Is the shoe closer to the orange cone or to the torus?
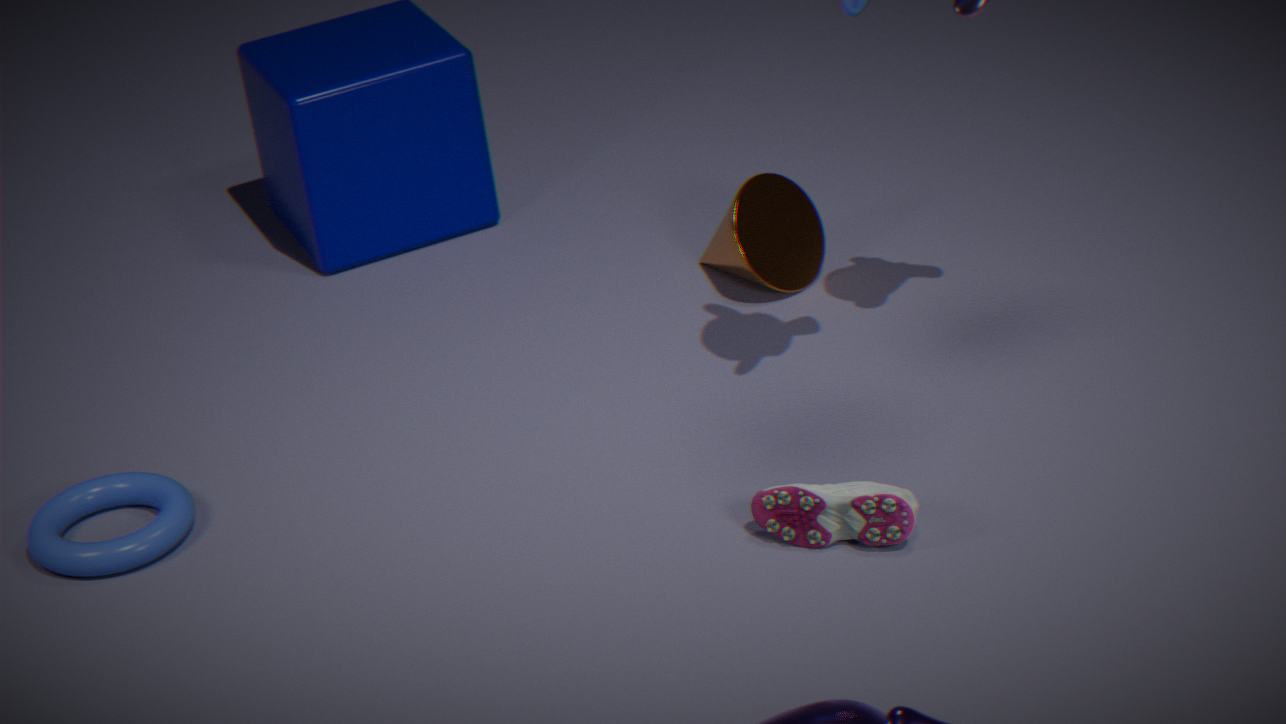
the orange cone
